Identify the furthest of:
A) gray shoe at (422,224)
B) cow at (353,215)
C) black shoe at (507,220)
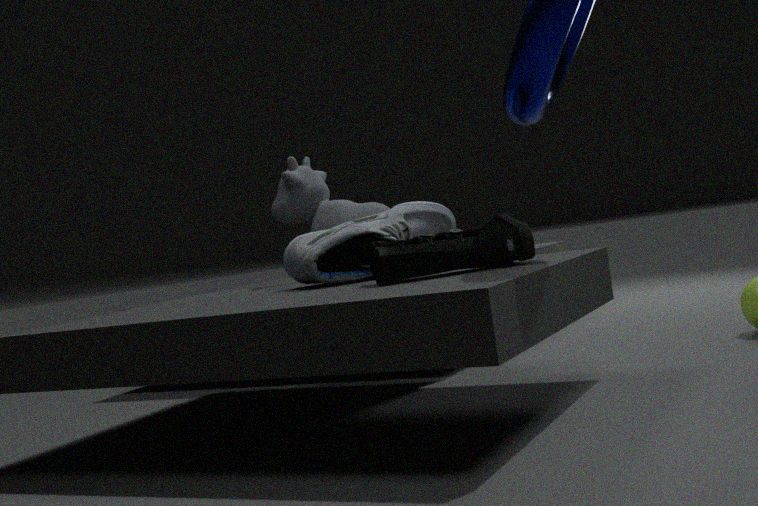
cow at (353,215)
